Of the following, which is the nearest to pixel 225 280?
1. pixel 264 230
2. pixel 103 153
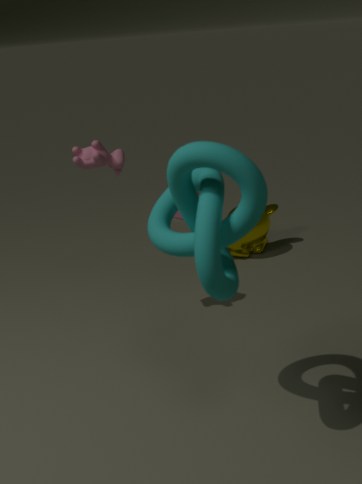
pixel 103 153
